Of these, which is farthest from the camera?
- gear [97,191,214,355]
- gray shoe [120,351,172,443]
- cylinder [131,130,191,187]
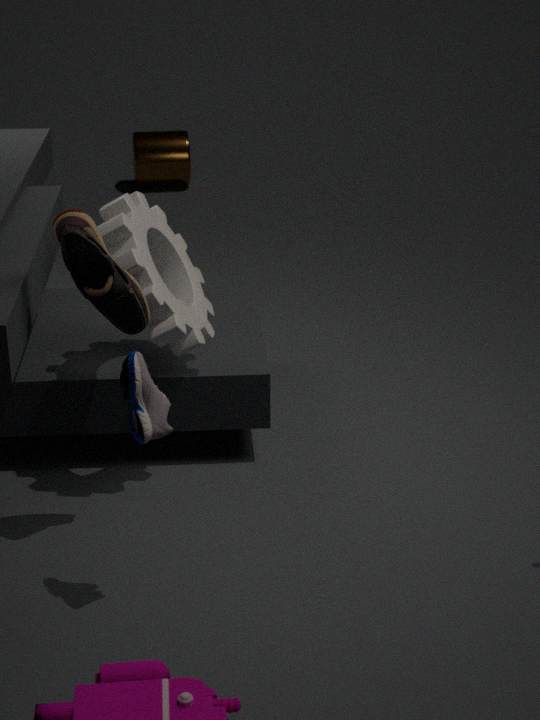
cylinder [131,130,191,187]
